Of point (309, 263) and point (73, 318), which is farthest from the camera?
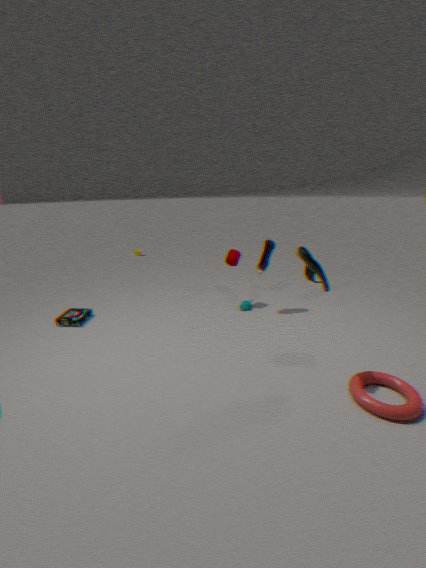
point (73, 318)
